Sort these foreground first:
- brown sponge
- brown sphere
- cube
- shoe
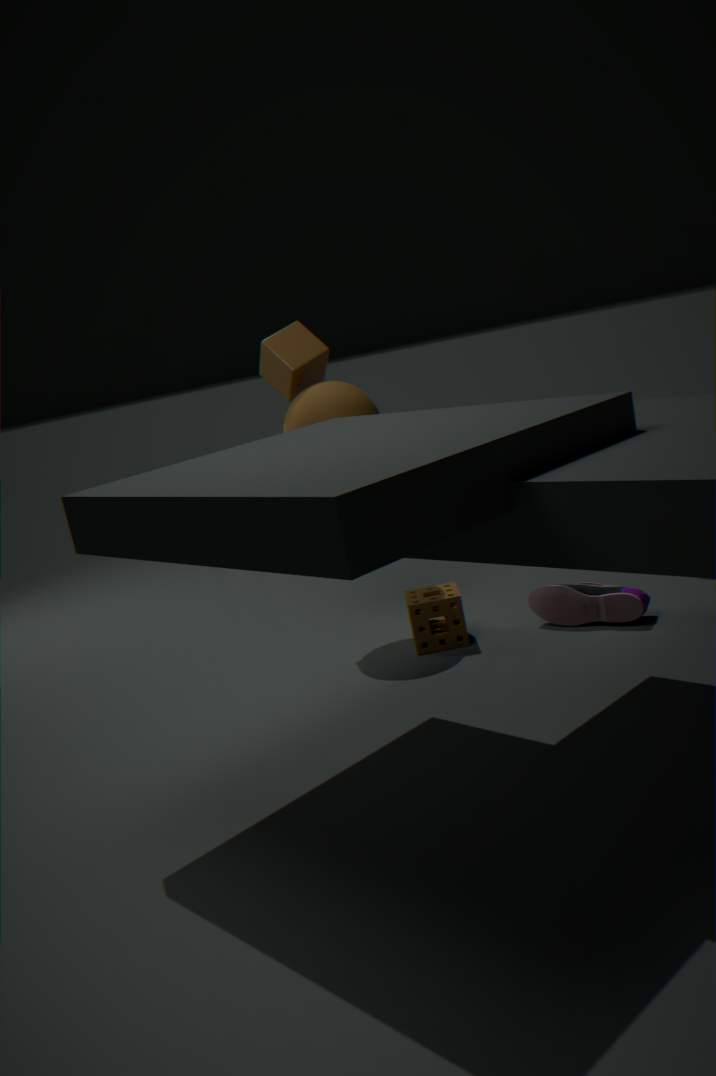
shoe
brown sponge
brown sphere
cube
